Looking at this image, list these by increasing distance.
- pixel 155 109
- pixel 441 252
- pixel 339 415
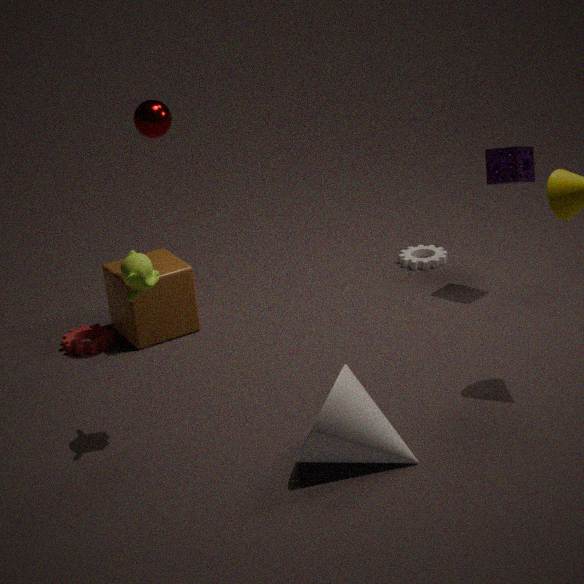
1. pixel 339 415
2. pixel 155 109
3. pixel 441 252
